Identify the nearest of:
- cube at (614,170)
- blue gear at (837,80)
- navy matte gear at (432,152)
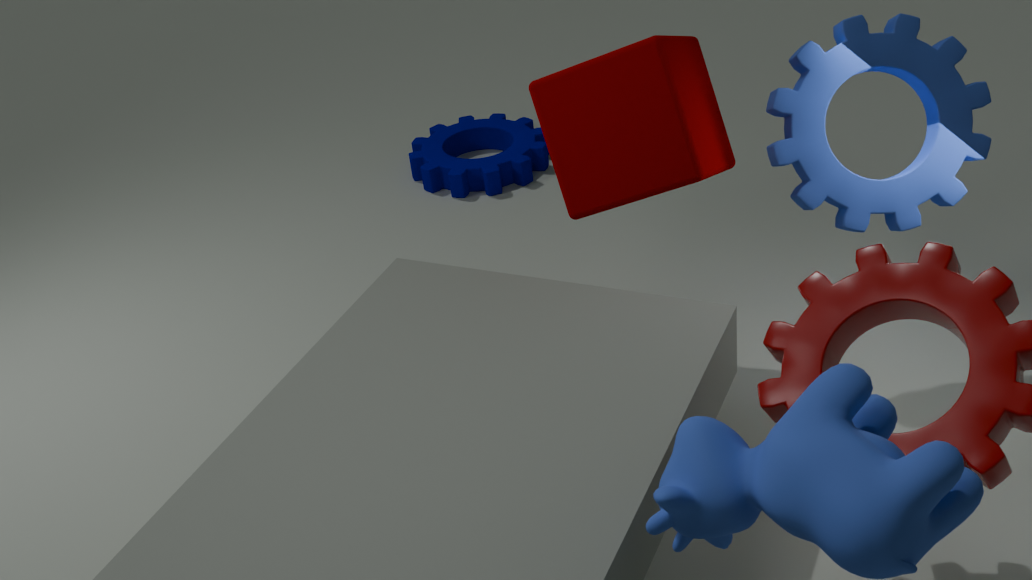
cube at (614,170)
